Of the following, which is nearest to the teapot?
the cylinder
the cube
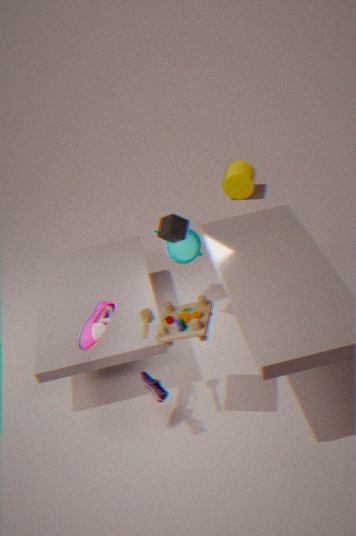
the cube
